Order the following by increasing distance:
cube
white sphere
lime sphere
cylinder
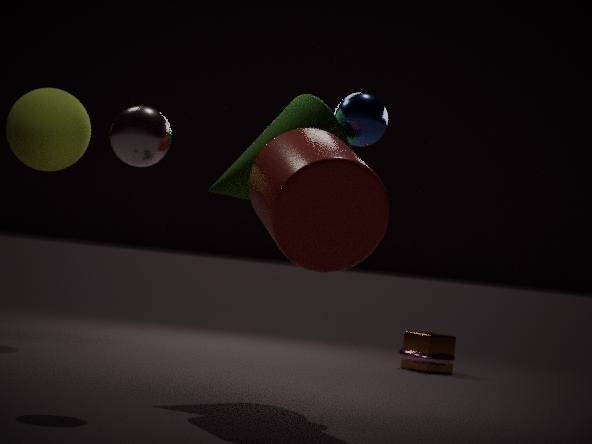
1. white sphere
2. cylinder
3. lime sphere
4. cube
